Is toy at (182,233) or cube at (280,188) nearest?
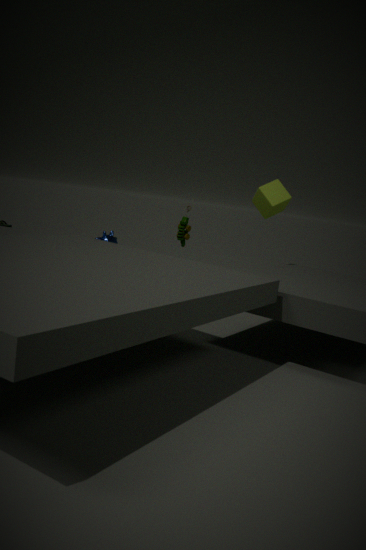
toy at (182,233)
